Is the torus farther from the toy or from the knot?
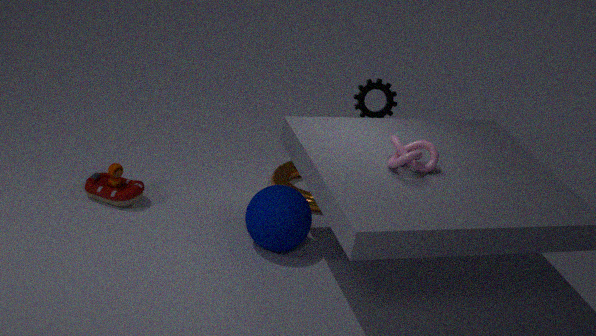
the toy
